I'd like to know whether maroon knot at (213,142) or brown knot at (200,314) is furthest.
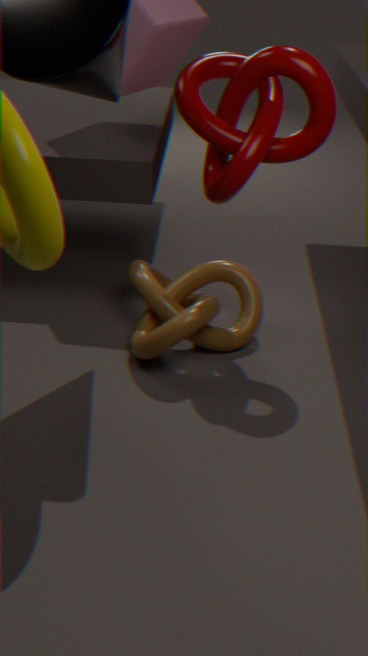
brown knot at (200,314)
